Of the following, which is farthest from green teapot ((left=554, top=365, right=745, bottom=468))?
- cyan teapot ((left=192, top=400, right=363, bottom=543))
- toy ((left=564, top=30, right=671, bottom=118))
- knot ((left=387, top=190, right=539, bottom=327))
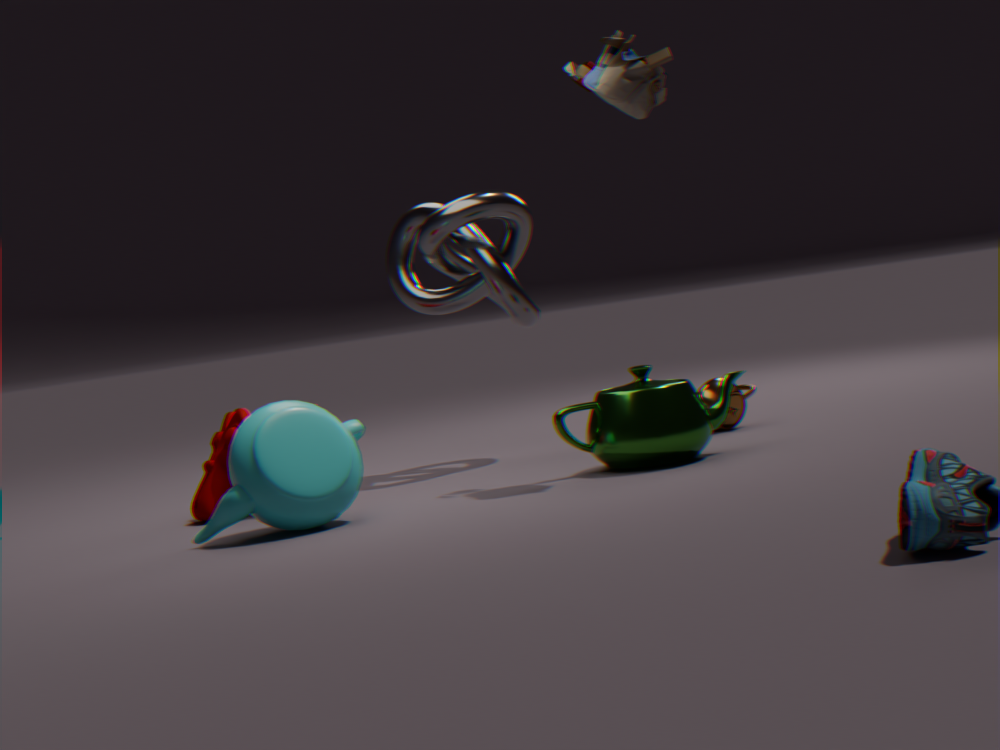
toy ((left=564, top=30, right=671, bottom=118))
